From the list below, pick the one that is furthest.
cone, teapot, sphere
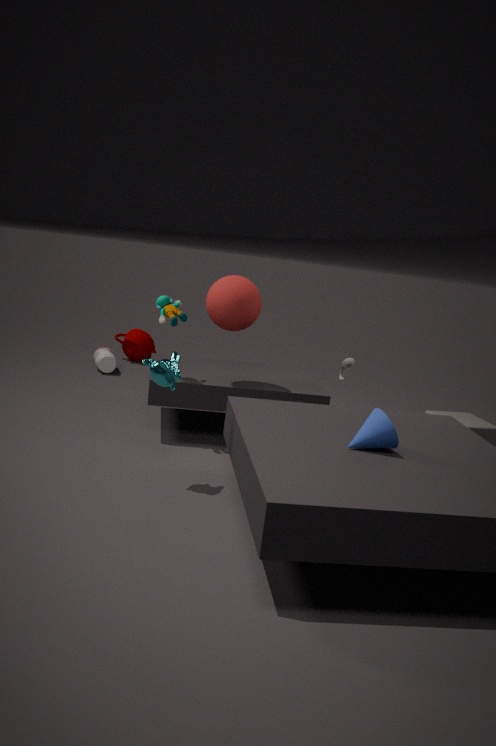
teapot
